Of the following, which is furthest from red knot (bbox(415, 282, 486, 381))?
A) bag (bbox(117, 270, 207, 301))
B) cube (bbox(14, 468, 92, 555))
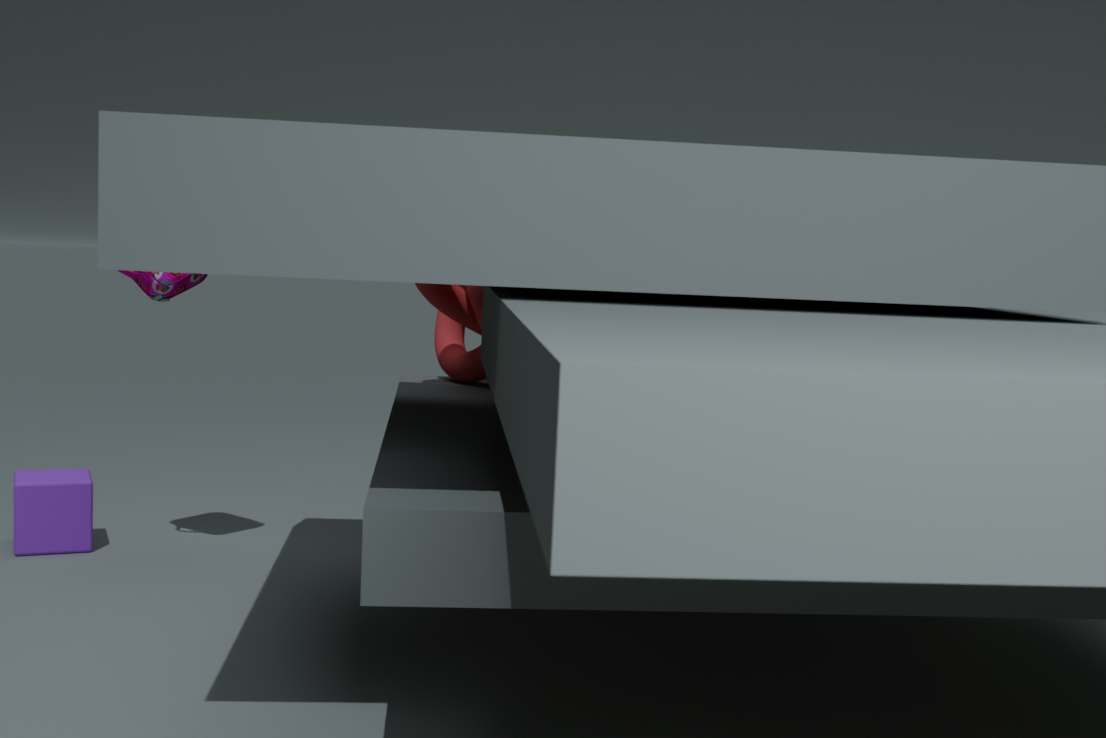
cube (bbox(14, 468, 92, 555))
